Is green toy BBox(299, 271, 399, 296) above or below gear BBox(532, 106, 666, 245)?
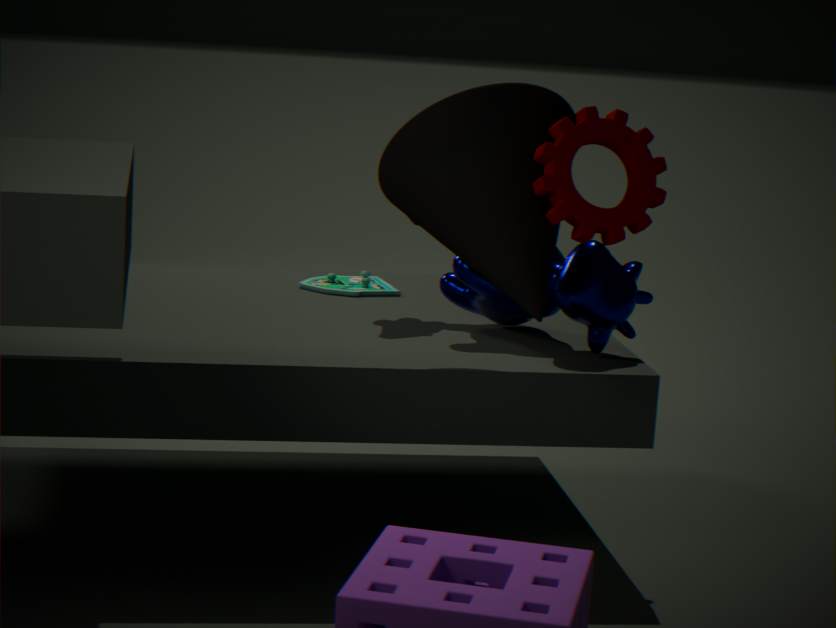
below
